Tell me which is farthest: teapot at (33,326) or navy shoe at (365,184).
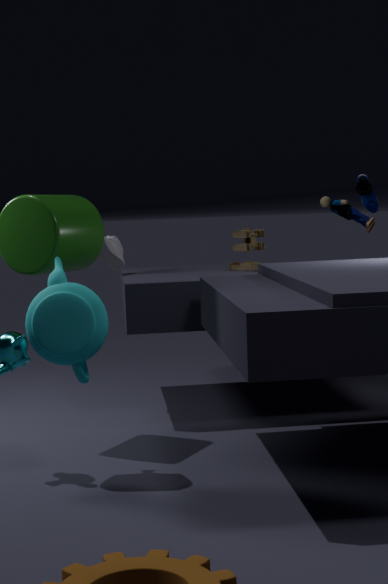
navy shoe at (365,184)
